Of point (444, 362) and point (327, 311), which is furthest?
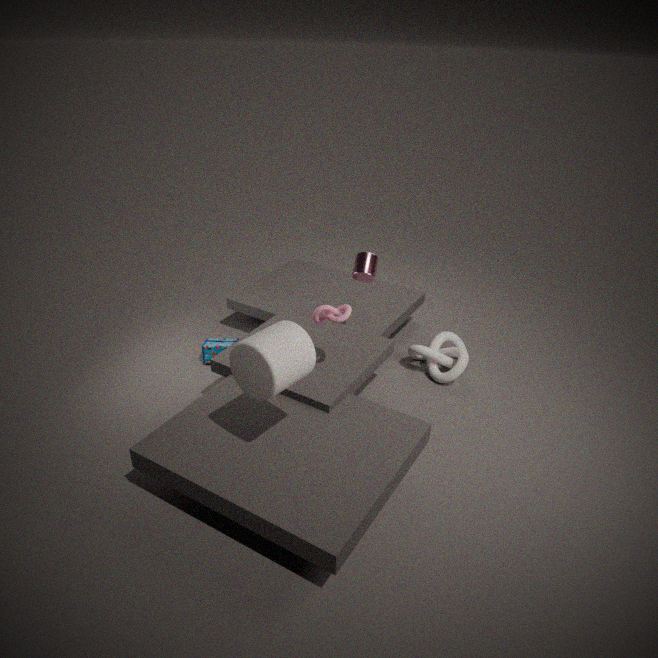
point (444, 362)
